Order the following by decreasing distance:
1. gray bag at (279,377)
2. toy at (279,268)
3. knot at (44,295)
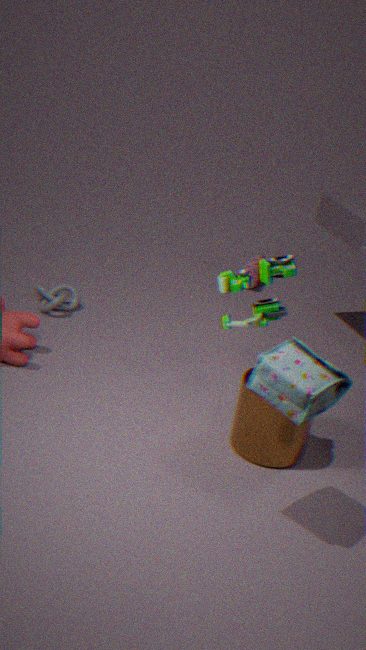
1. knot at (44,295)
2. toy at (279,268)
3. gray bag at (279,377)
